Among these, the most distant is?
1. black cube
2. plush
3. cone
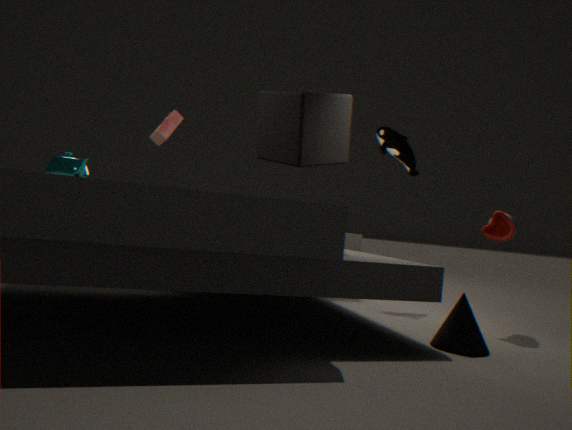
plush
